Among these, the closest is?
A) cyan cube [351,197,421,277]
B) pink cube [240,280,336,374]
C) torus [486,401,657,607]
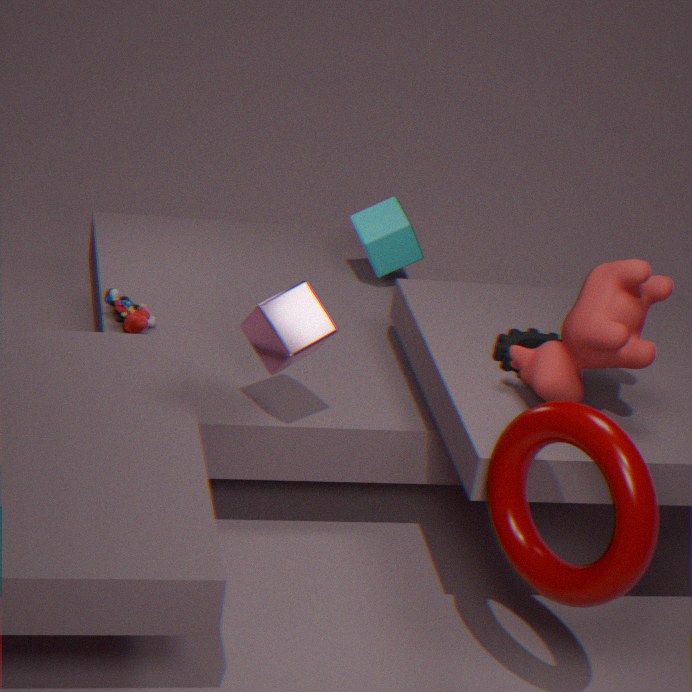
Answer: C. torus [486,401,657,607]
